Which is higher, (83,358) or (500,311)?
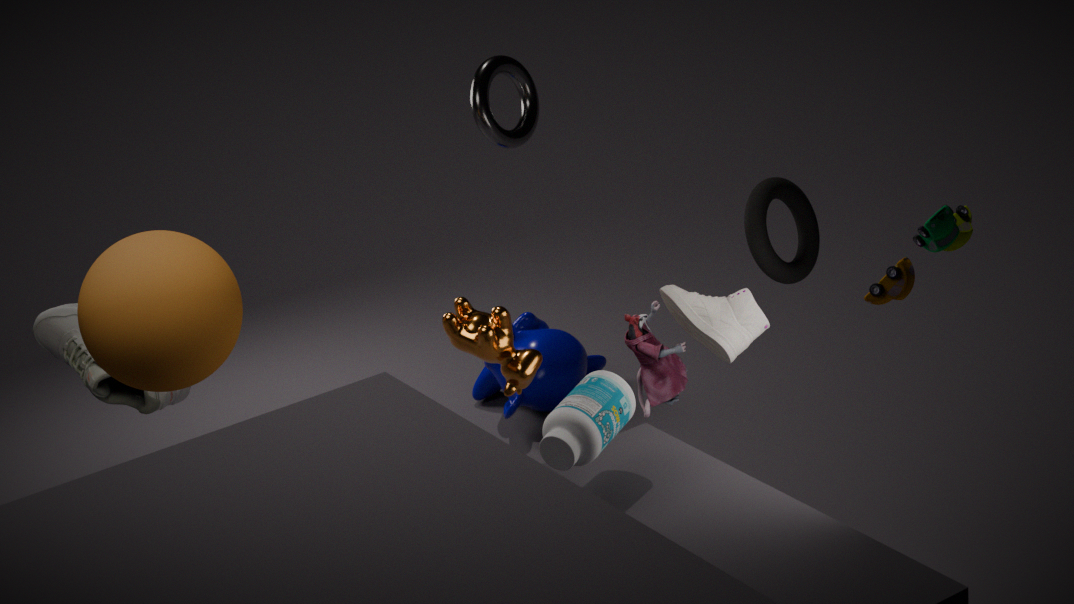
(500,311)
